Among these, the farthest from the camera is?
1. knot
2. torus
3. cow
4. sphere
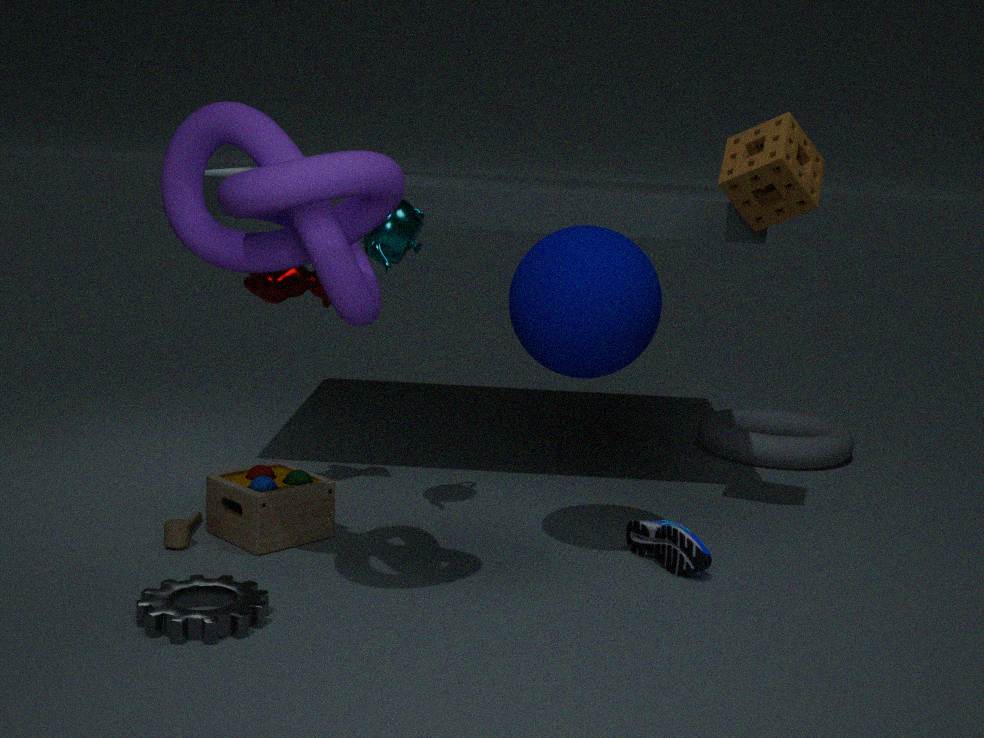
torus
